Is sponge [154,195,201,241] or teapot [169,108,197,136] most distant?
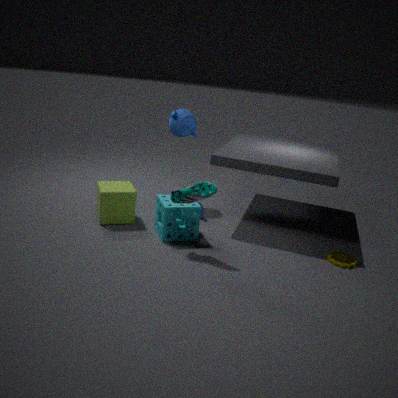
teapot [169,108,197,136]
